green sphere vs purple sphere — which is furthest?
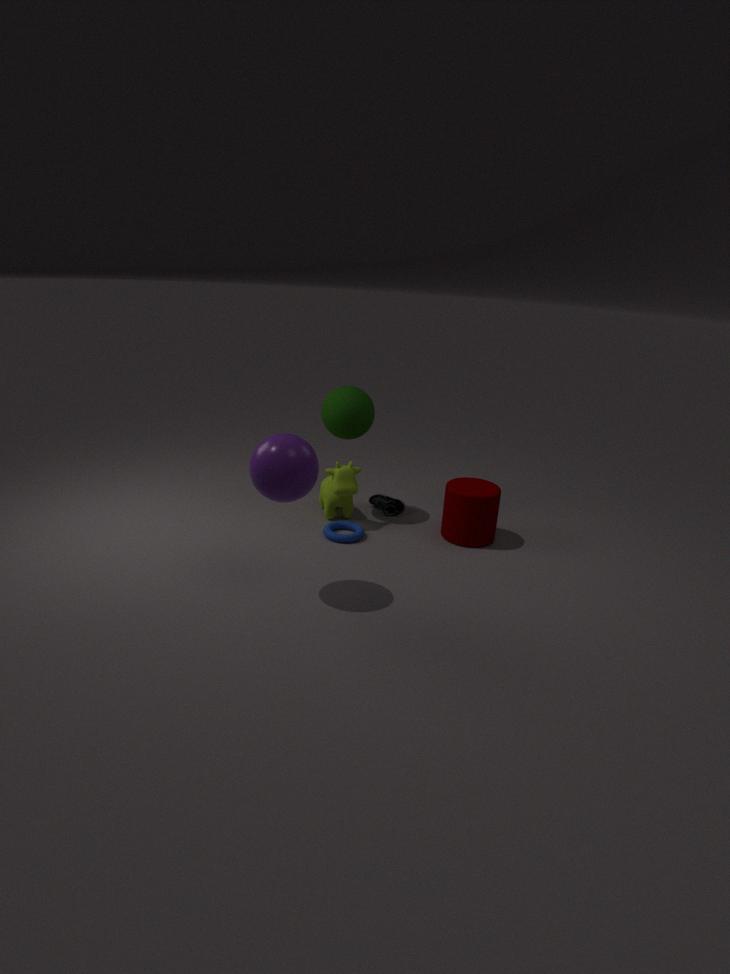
green sphere
